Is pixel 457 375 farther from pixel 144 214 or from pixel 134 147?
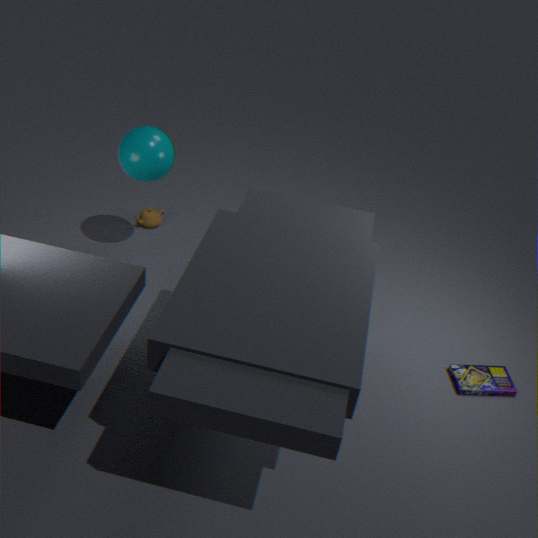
pixel 144 214
